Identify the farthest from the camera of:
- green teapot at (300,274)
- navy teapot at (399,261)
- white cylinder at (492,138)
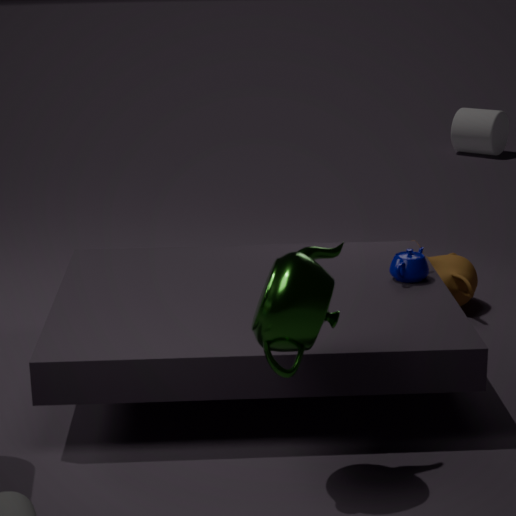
white cylinder at (492,138)
